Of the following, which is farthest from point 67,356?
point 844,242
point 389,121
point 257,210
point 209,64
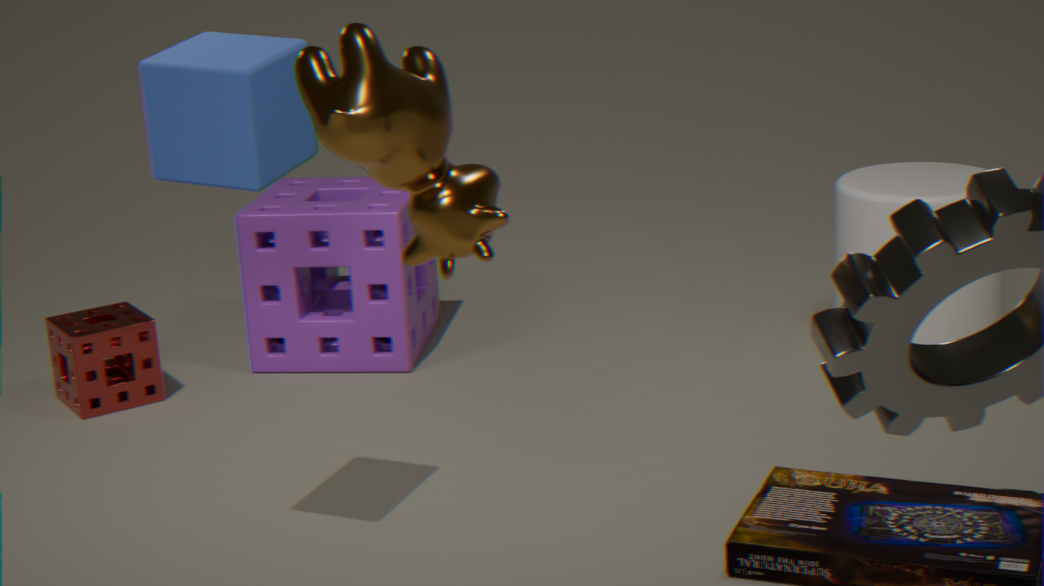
point 389,121
